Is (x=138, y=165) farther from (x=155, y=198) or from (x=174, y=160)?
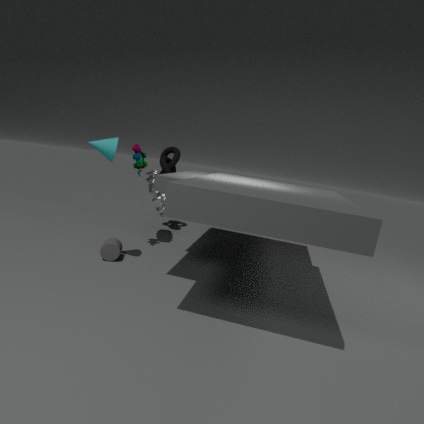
(x=174, y=160)
